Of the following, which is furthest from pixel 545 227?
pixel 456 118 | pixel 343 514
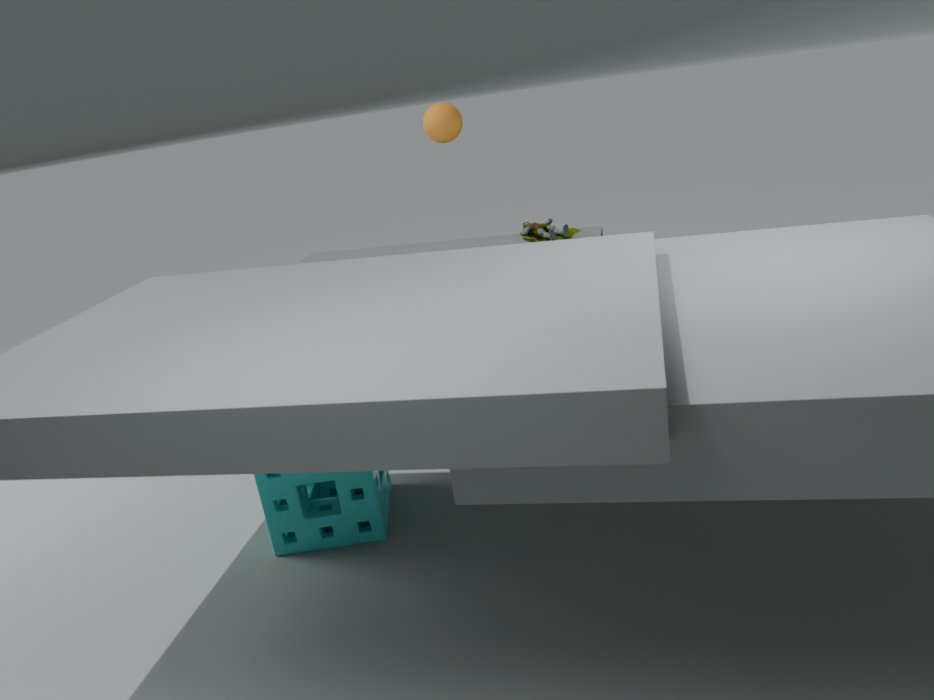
pixel 343 514
